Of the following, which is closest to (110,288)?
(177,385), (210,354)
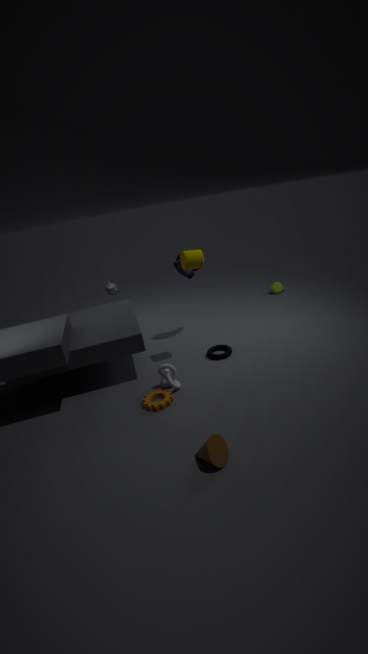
(210,354)
